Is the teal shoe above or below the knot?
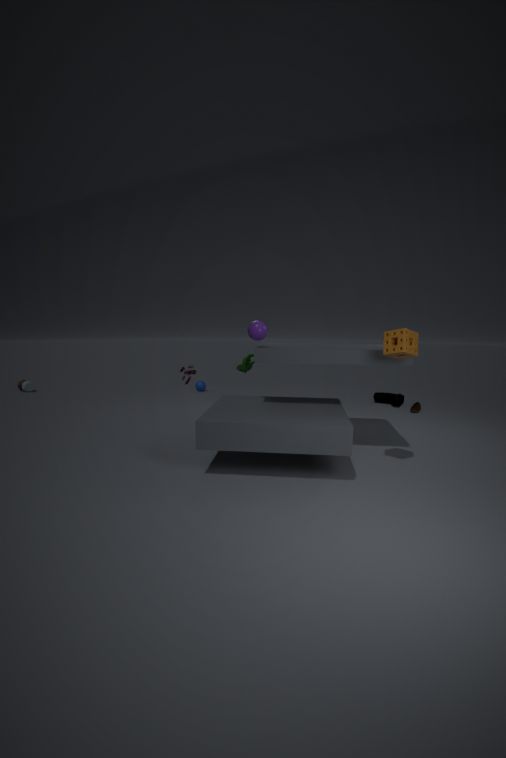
below
